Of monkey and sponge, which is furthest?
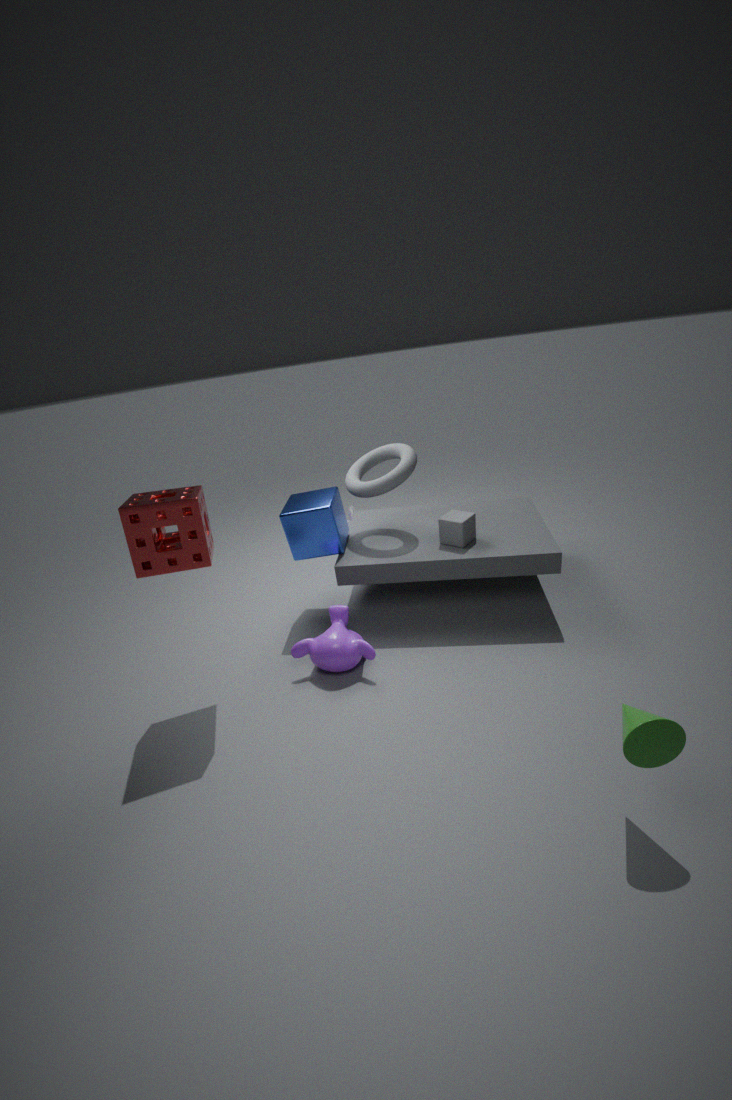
monkey
